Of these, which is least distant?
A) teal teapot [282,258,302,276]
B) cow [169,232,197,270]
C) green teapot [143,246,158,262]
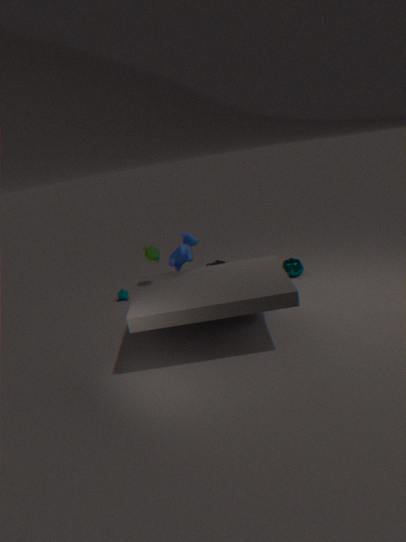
green teapot [143,246,158,262]
